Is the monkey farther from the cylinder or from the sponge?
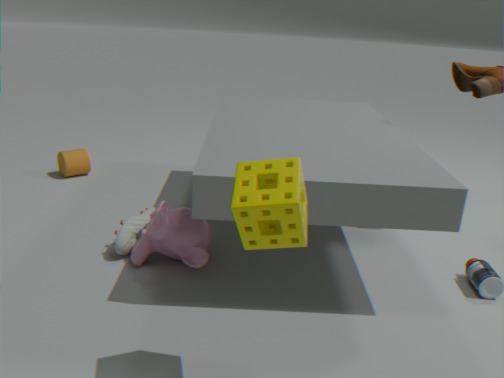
the cylinder
